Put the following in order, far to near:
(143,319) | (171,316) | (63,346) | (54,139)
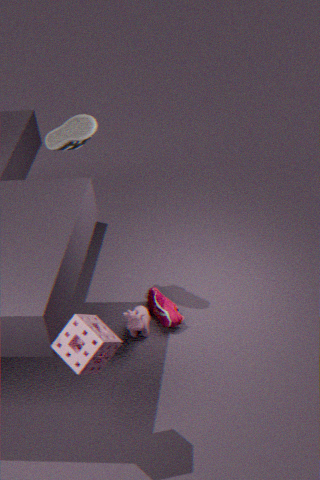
(171,316), (143,319), (54,139), (63,346)
